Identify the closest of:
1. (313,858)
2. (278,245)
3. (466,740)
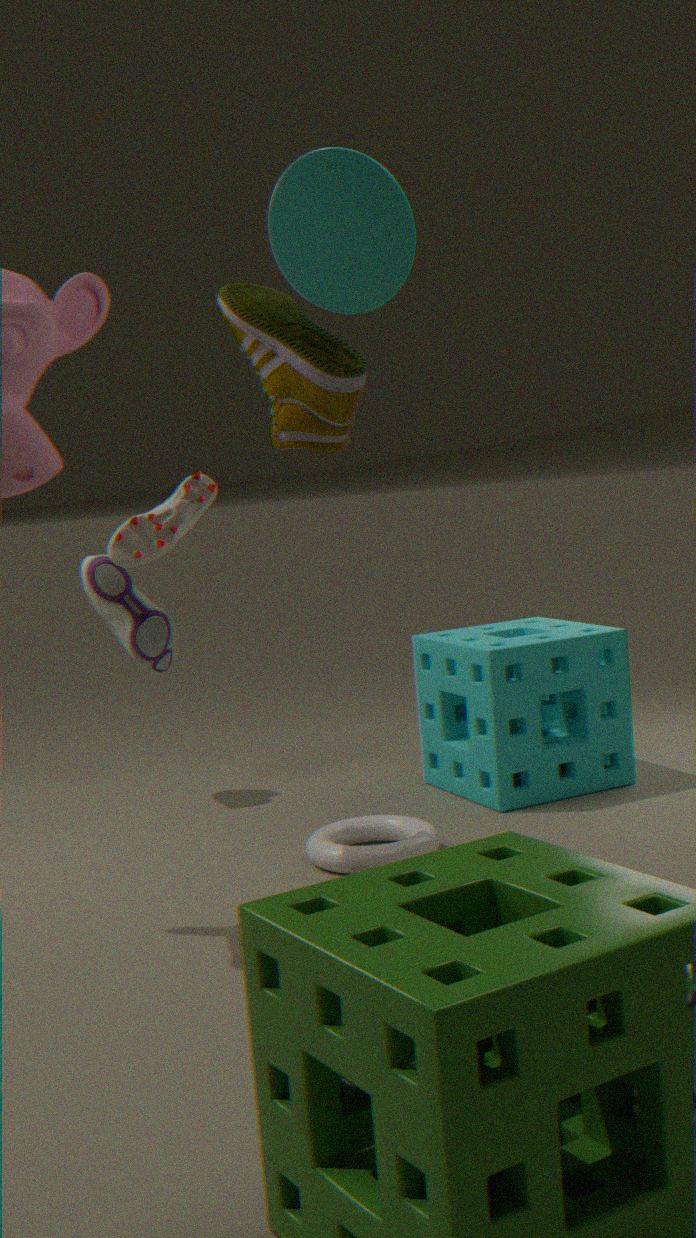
(278,245)
